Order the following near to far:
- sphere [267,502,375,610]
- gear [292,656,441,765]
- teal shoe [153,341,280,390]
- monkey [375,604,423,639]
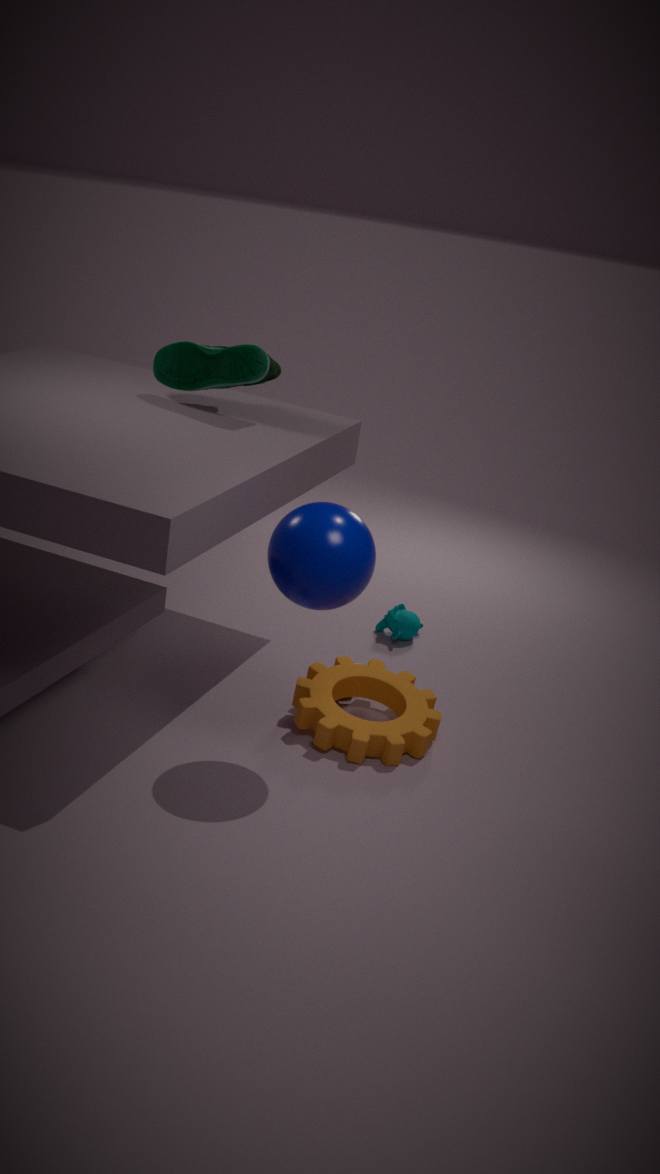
1. sphere [267,502,375,610]
2. gear [292,656,441,765]
3. teal shoe [153,341,280,390]
4. monkey [375,604,423,639]
